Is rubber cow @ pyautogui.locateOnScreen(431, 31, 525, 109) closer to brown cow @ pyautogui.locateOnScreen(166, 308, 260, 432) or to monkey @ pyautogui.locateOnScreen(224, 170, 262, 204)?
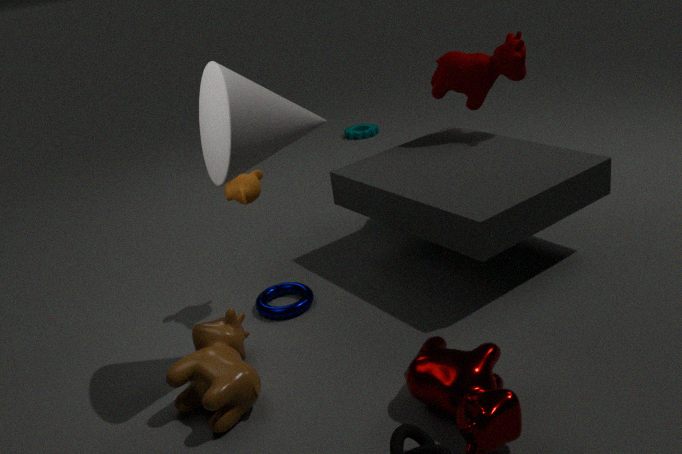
monkey @ pyautogui.locateOnScreen(224, 170, 262, 204)
